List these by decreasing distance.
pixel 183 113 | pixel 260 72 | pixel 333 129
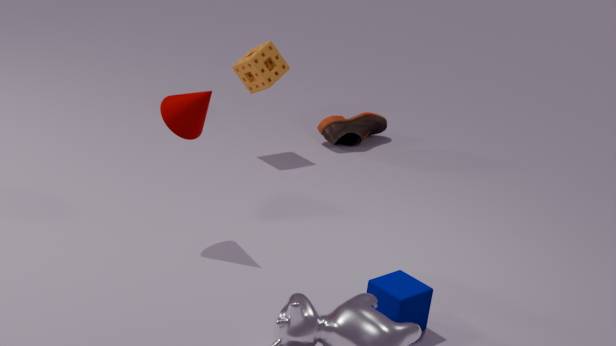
pixel 333 129 < pixel 260 72 < pixel 183 113
